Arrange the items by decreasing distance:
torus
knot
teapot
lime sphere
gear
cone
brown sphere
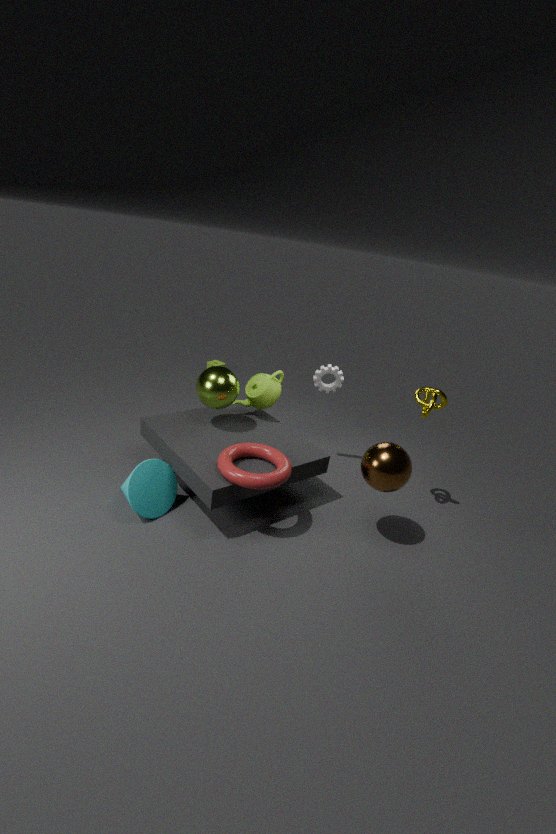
gear < teapot < lime sphere < knot < cone < brown sphere < torus
